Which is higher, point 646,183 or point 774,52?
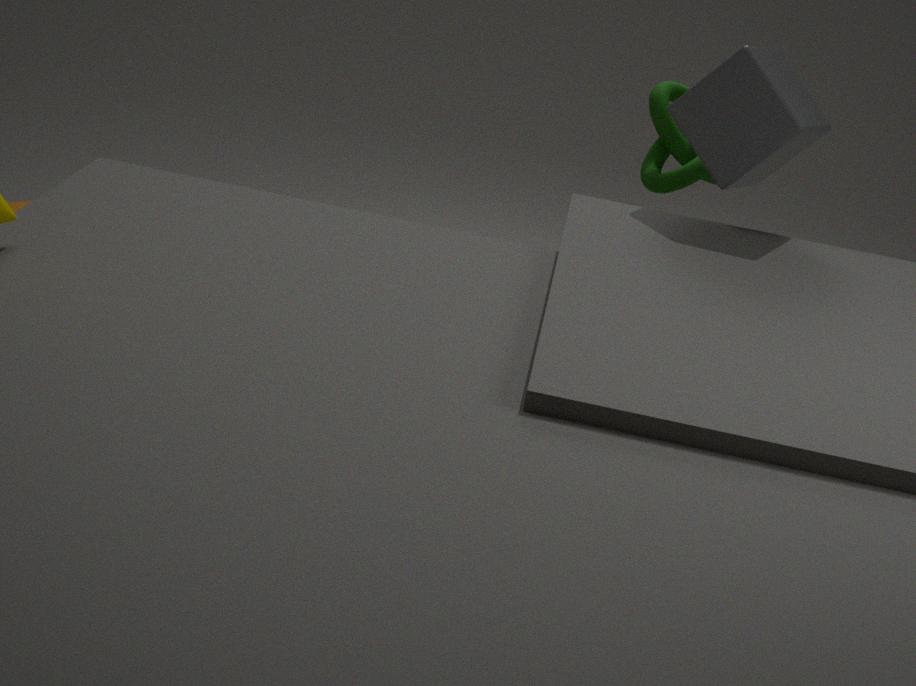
point 774,52
